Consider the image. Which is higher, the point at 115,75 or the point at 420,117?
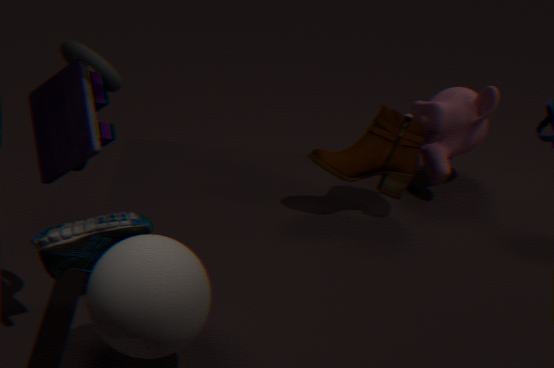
the point at 115,75
